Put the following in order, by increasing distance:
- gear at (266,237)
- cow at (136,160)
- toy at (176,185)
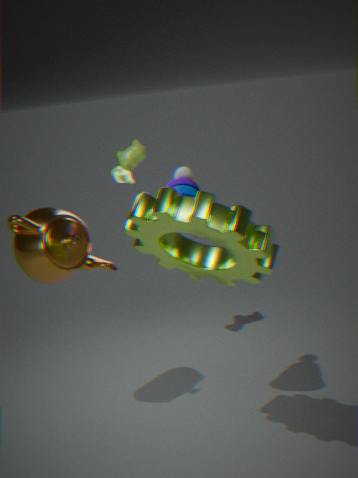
gear at (266,237) → toy at (176,185) → cow at (136,160)
